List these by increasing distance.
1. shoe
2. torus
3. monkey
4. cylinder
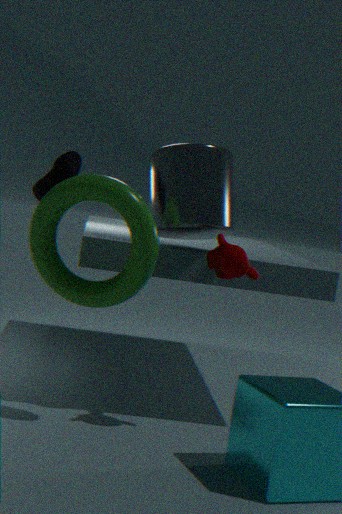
torus → monkey → shoe → cylinder
